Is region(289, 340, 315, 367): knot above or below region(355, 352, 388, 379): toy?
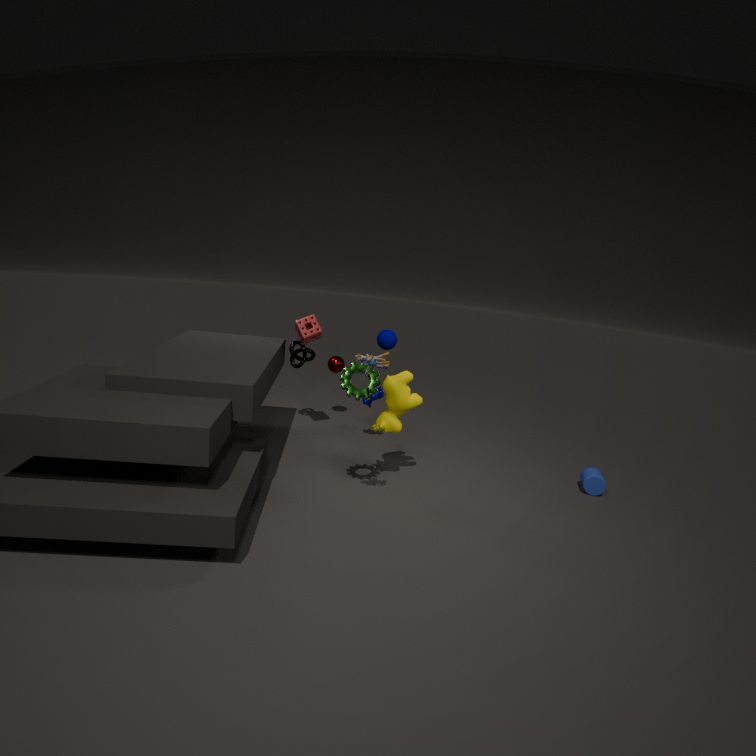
below
